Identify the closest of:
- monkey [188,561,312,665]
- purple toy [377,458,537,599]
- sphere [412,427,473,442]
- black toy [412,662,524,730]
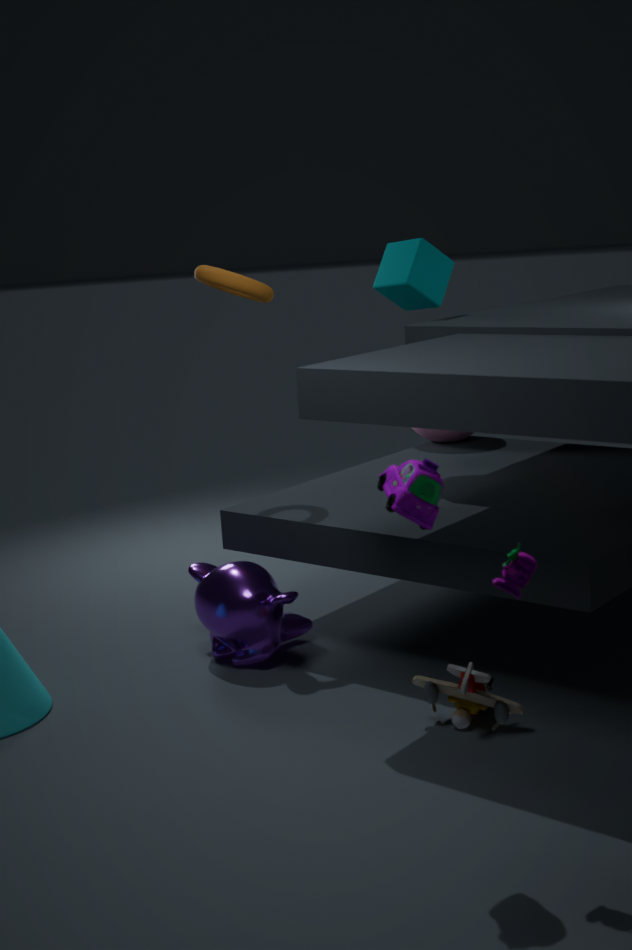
purple toy [377,458,537,599]
